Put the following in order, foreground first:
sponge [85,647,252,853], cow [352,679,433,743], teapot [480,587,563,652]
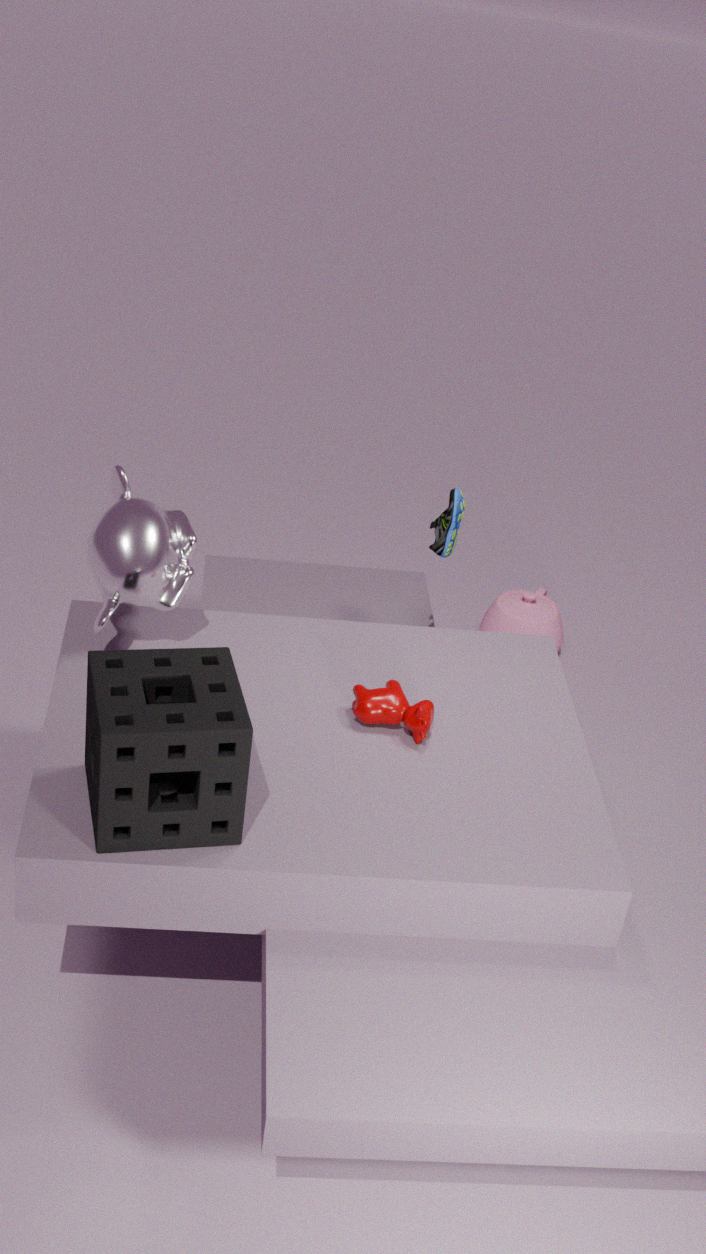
sponge [85,647,252,853] → cow [352,679,433,743] → teapot [480,587,563,652]
